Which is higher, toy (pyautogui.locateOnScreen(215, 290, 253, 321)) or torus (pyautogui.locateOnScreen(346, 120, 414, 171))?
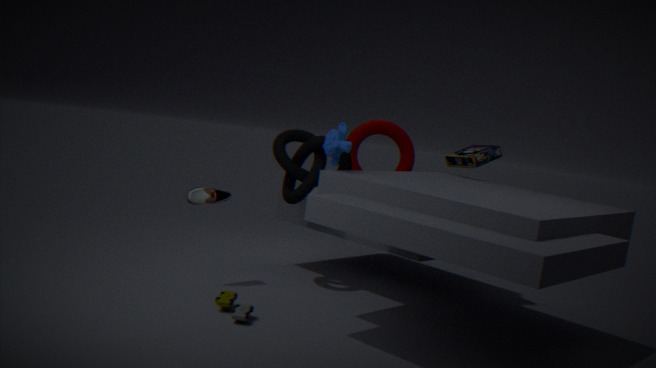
torus (pyautogui.locateOnScreen(346, 120, 414, 171))
